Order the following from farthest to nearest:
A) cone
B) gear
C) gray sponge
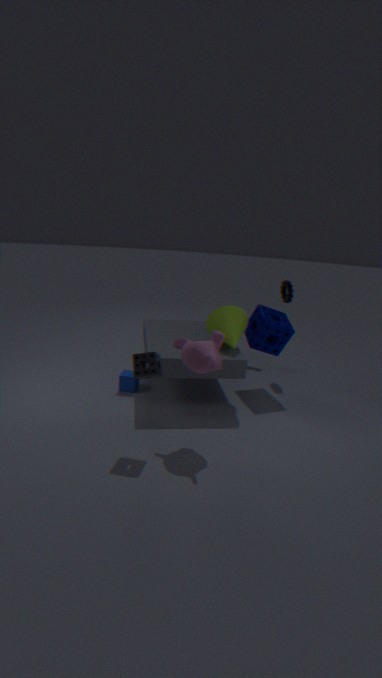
gear, cone, gray sponge
